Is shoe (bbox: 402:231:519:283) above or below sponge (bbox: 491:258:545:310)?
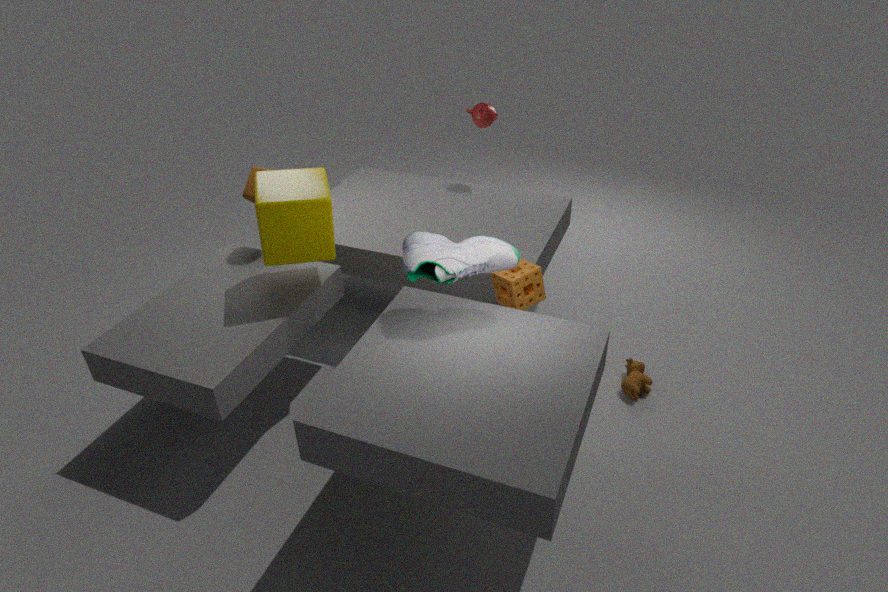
above
